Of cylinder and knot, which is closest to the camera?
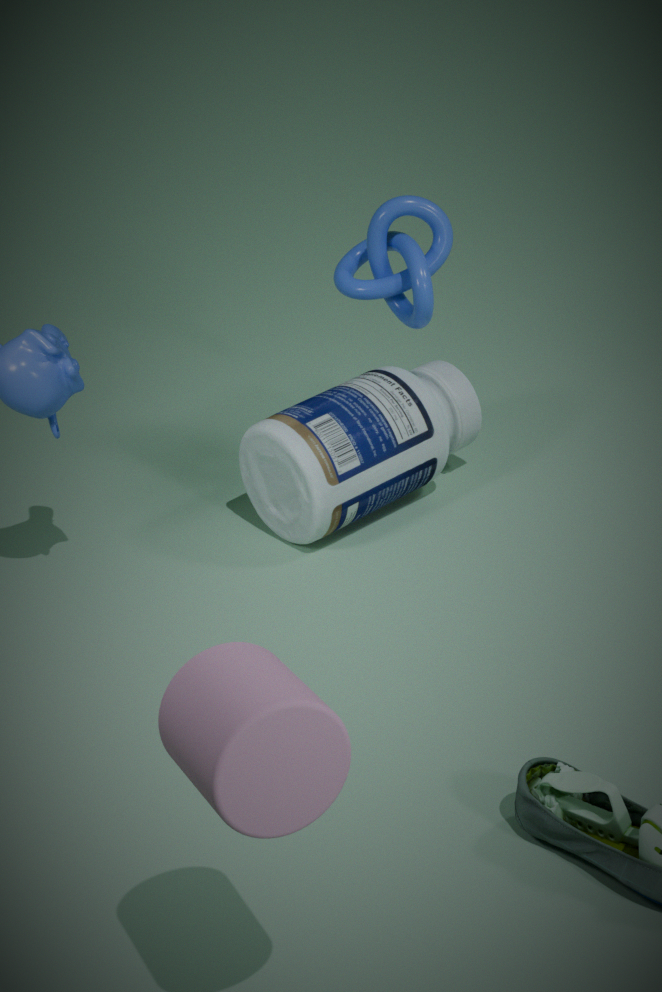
cylinder
